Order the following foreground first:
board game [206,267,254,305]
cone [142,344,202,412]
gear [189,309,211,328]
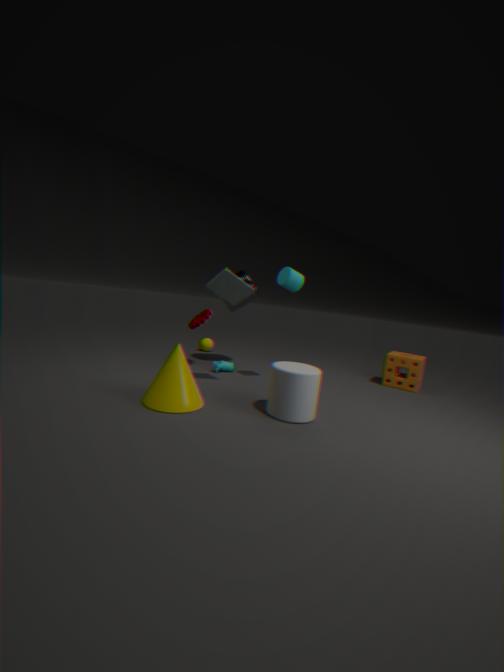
cone [142,344,202,412], board game [206,267,254,305], gear [189,309,211,328]
